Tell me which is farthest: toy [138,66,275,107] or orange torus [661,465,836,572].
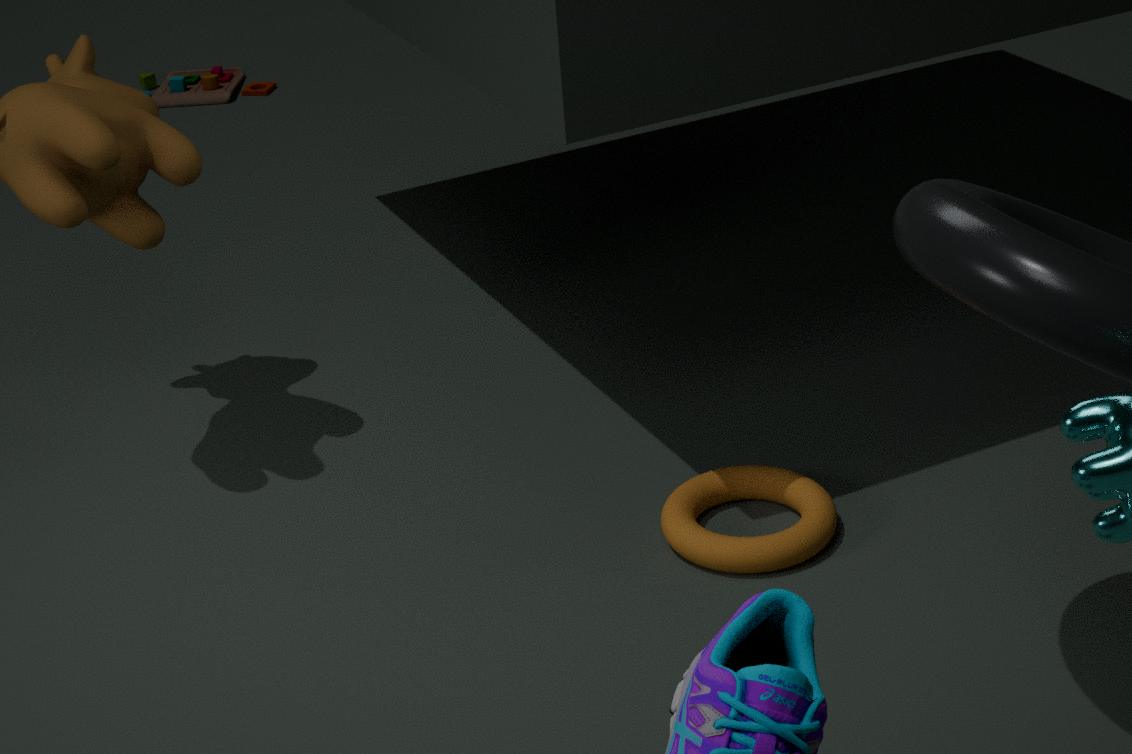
toy [138,66,275,107]
